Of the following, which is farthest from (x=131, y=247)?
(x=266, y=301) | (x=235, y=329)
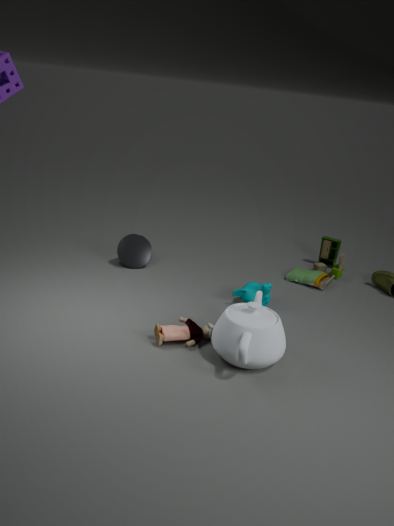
(x=235, y=329)
